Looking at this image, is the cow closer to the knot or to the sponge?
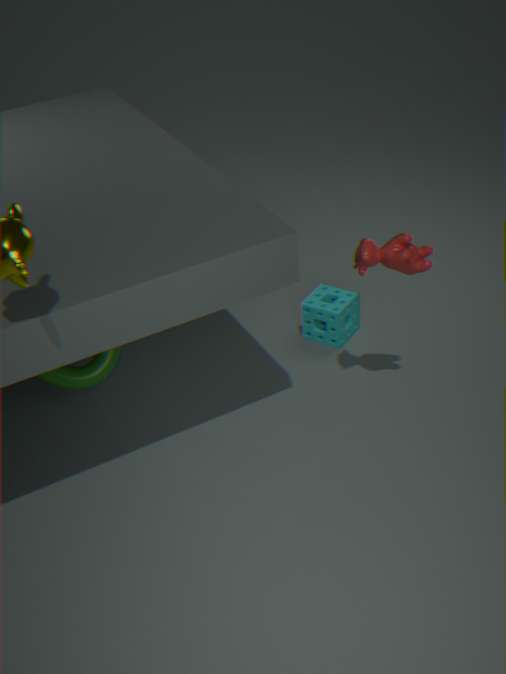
the sponge
